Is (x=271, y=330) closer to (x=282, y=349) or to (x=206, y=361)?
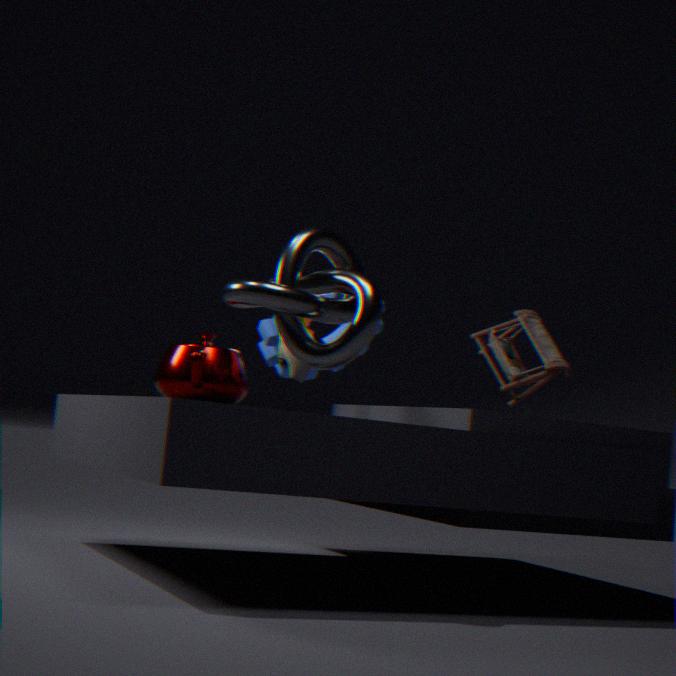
(x=282, y=349)
